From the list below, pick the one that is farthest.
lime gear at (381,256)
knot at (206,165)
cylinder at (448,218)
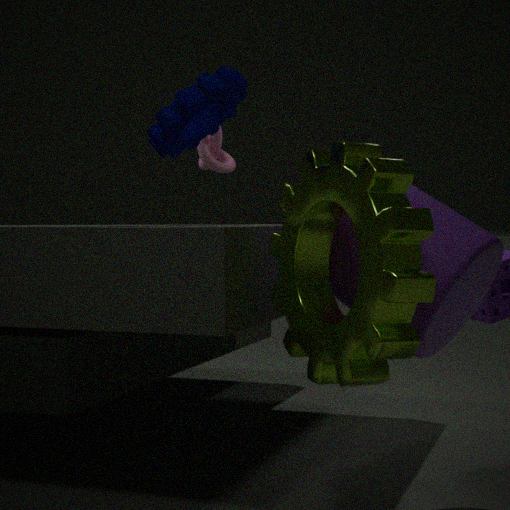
knot at (206,165)
